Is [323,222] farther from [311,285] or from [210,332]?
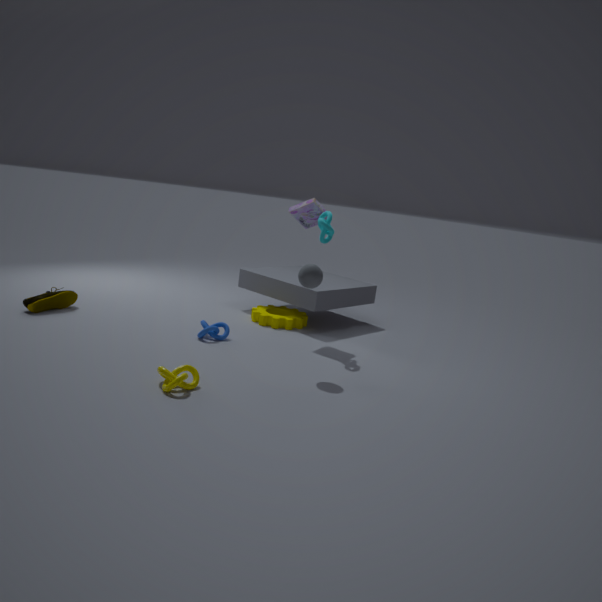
A: [210,332]
